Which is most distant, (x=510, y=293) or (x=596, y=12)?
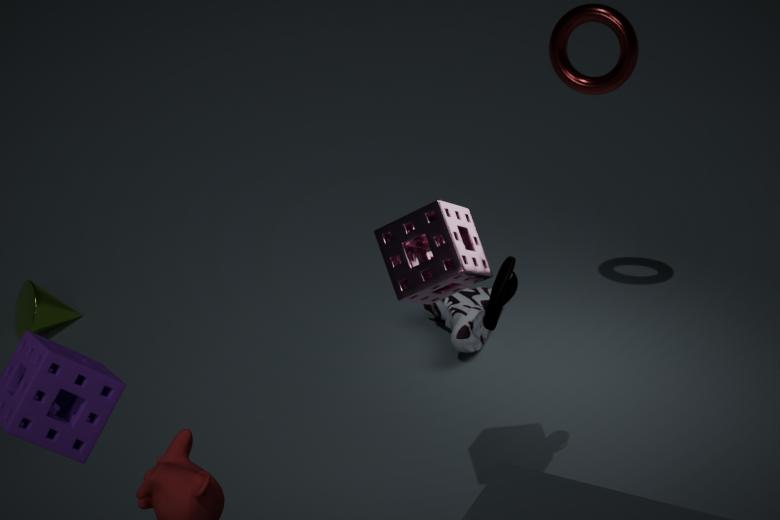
(x=596, y=12)
